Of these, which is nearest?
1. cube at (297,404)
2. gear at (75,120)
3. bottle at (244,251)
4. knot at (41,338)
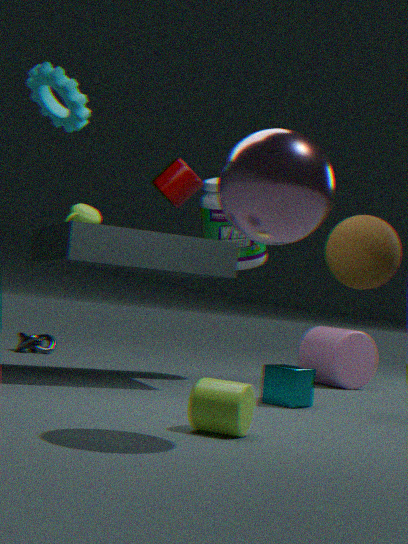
gear at (75,120)
